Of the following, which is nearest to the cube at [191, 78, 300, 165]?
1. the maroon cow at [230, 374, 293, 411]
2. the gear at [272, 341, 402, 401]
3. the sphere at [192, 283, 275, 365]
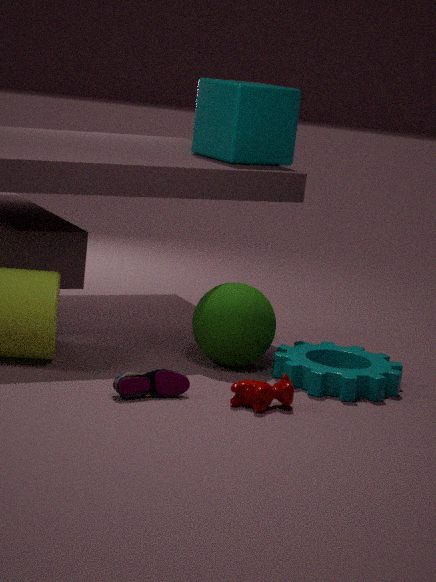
the sphere at [192, 283, 275, 365]
